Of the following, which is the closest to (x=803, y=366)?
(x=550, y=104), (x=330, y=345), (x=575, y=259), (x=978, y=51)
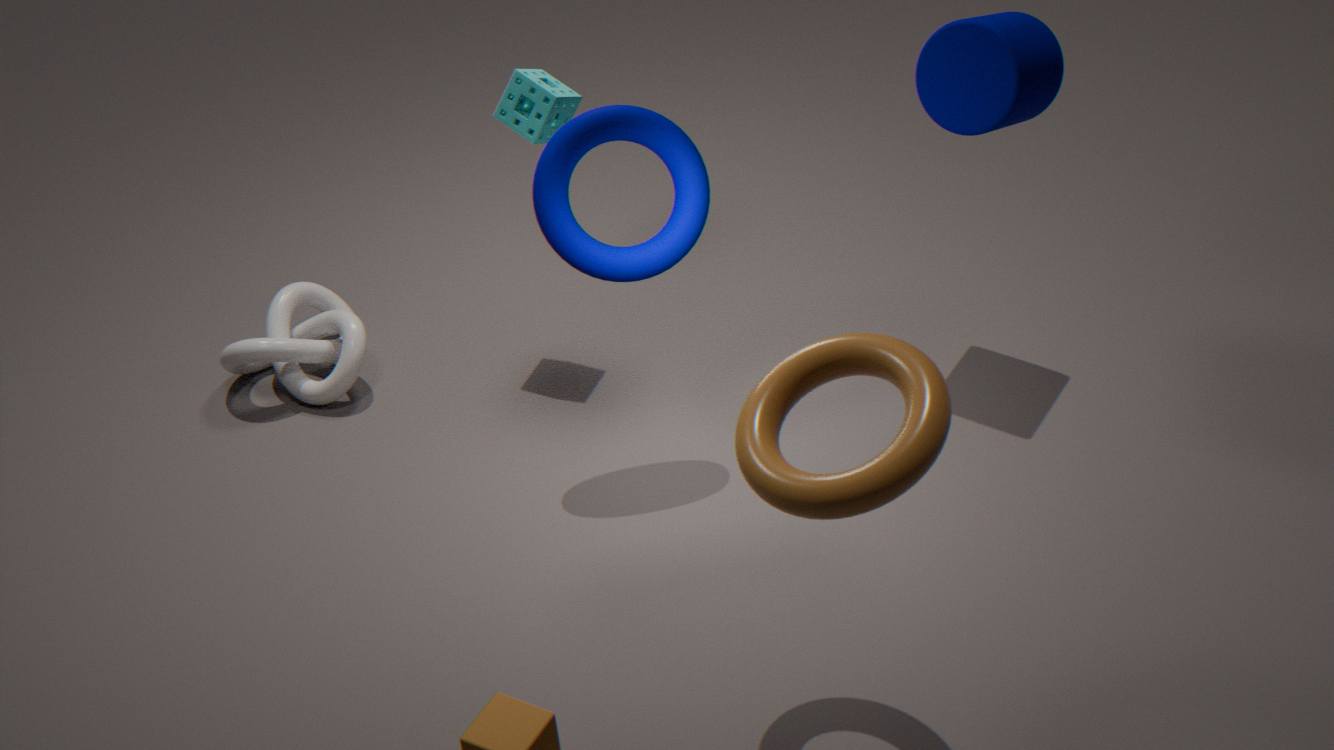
(x=575, y=259)
